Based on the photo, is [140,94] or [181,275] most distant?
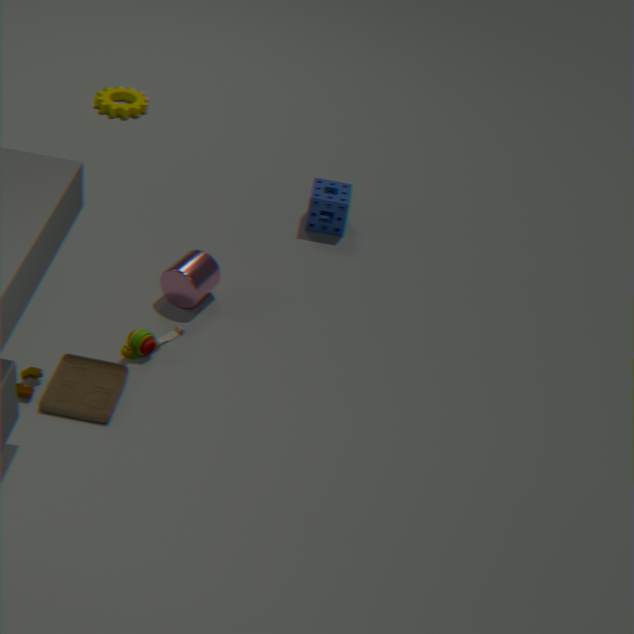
[140,94]
